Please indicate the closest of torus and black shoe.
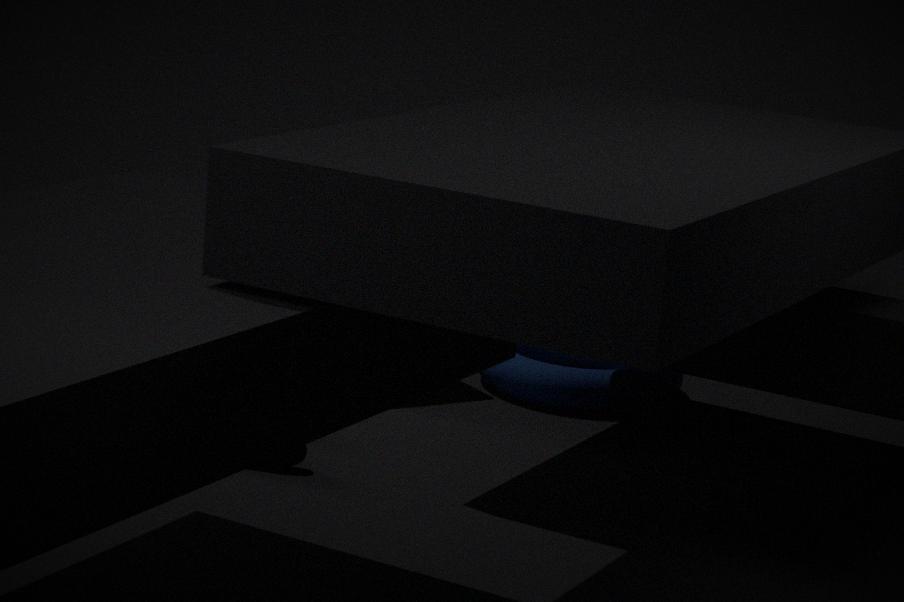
black shoe
